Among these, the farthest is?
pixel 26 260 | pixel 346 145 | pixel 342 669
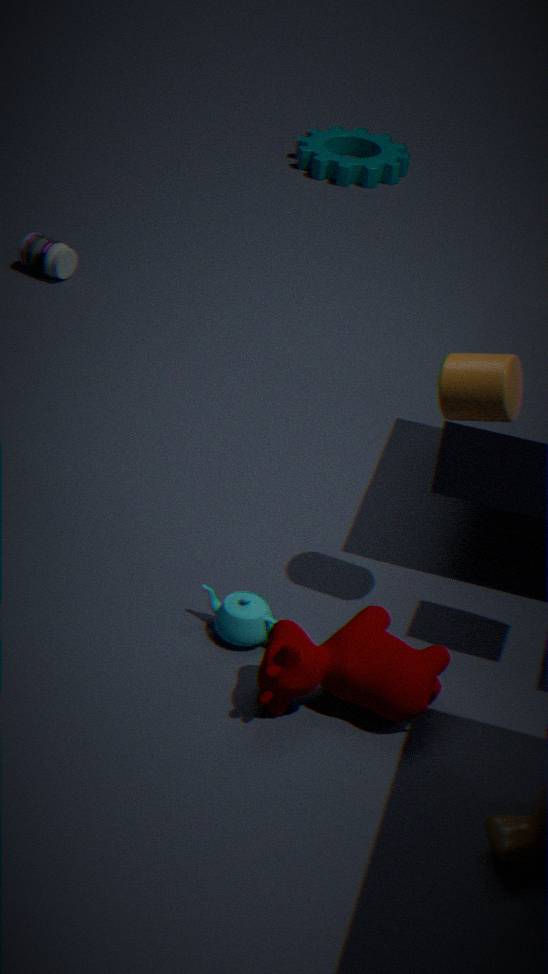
pixel 346 145
